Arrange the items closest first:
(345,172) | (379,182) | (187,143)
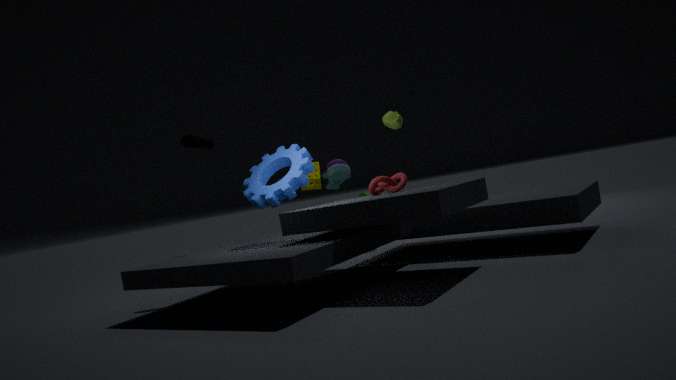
(379,182), (187,143), (345,172)
